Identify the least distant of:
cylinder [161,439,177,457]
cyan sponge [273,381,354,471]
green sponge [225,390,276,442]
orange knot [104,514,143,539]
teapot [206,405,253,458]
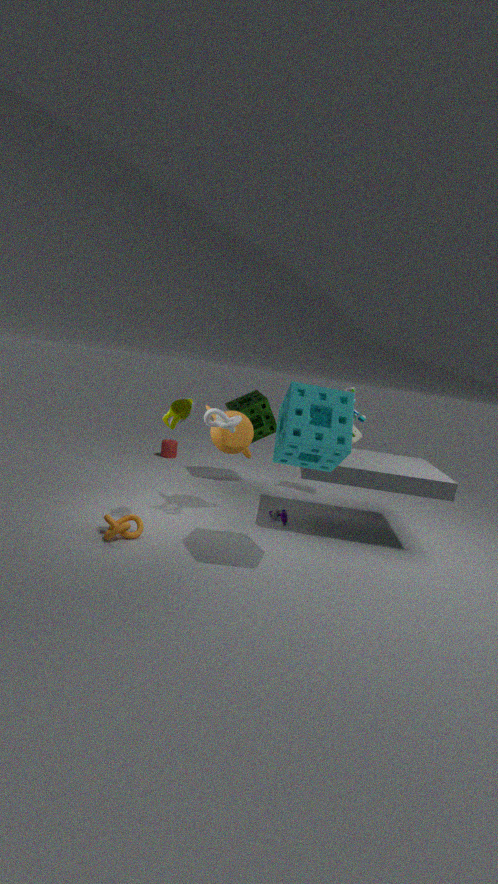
cyan sponge [273,381,354,471]
